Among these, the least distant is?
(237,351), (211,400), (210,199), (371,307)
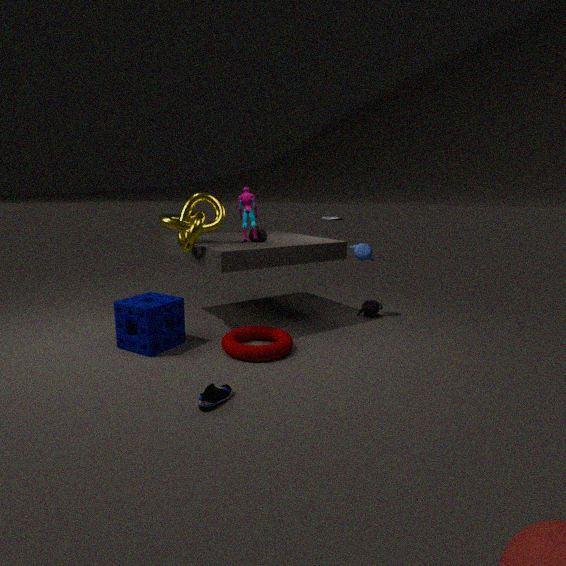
(211,400)
